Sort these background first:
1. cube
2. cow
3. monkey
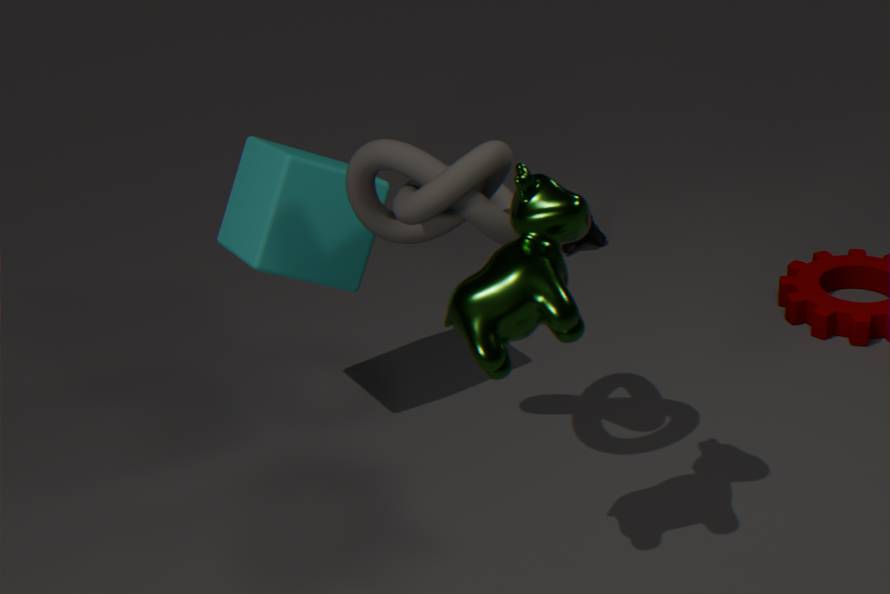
monkey → cube → cow
